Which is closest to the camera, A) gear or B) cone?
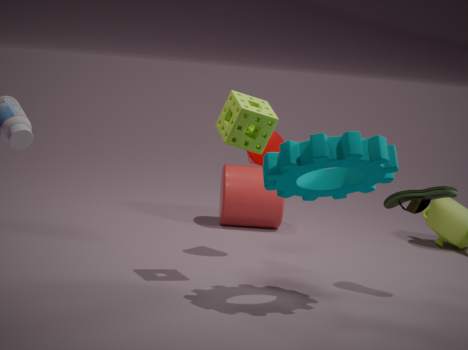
A. gear
